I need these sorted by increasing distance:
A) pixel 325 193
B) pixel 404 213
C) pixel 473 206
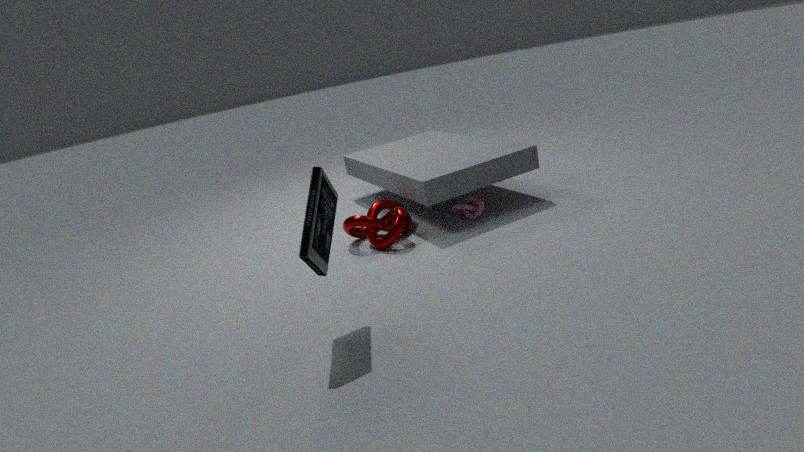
pixel 325 193 → pixel 404 213 → pixel 473 206
